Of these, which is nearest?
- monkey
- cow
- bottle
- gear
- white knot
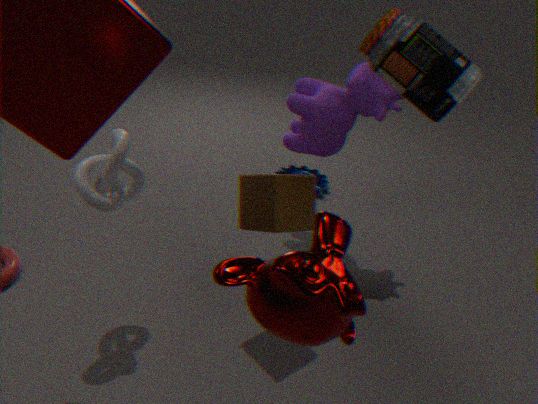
monkey
